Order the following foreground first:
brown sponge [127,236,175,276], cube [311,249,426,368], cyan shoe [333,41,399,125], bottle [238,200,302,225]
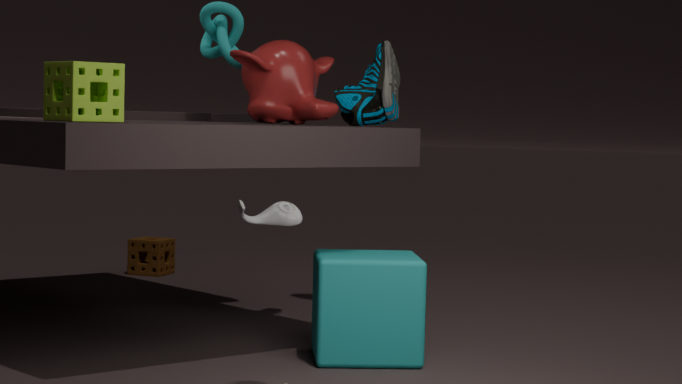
bottle [238,200,302,225] → cube [311,249,426,368] → cyan shoe [333,41,399,125] → brown sponge [127,236,175,276]
